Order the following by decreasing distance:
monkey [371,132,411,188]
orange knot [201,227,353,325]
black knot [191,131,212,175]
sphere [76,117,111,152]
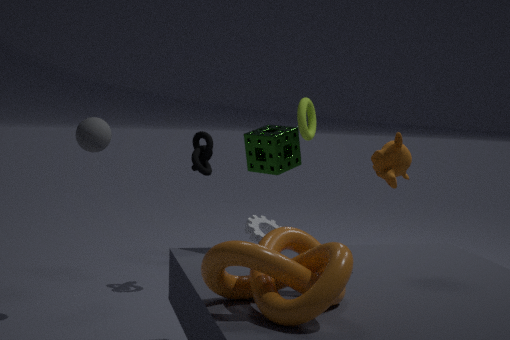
black knot [191,131,212,175]
sphere [76,117,111,152]
monkey [371,132,411,188]
orange knot [201,227,353,325]
